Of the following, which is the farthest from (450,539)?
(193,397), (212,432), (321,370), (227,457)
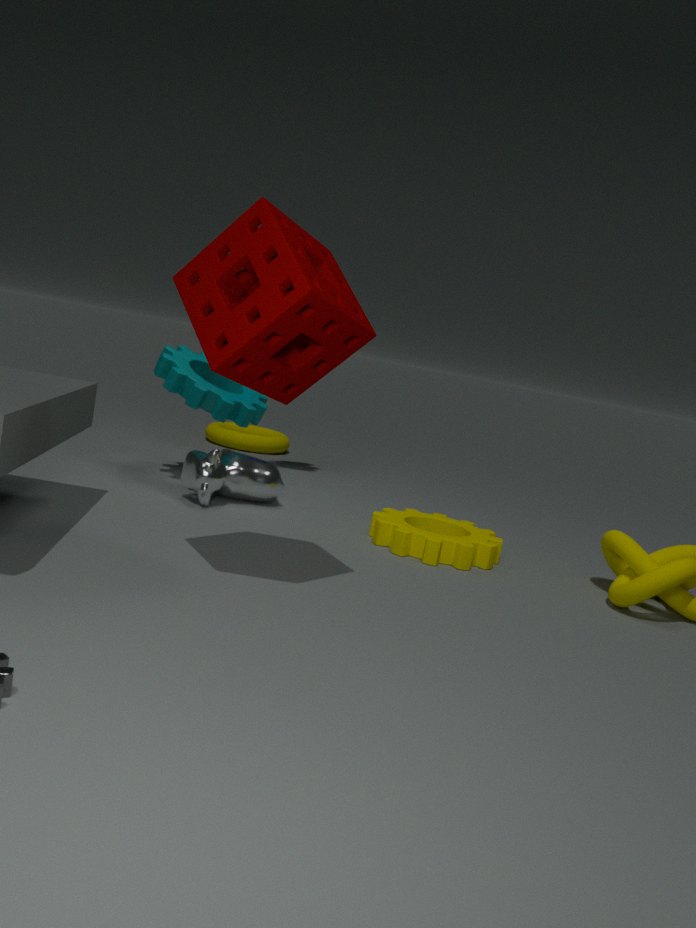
(212,432)
